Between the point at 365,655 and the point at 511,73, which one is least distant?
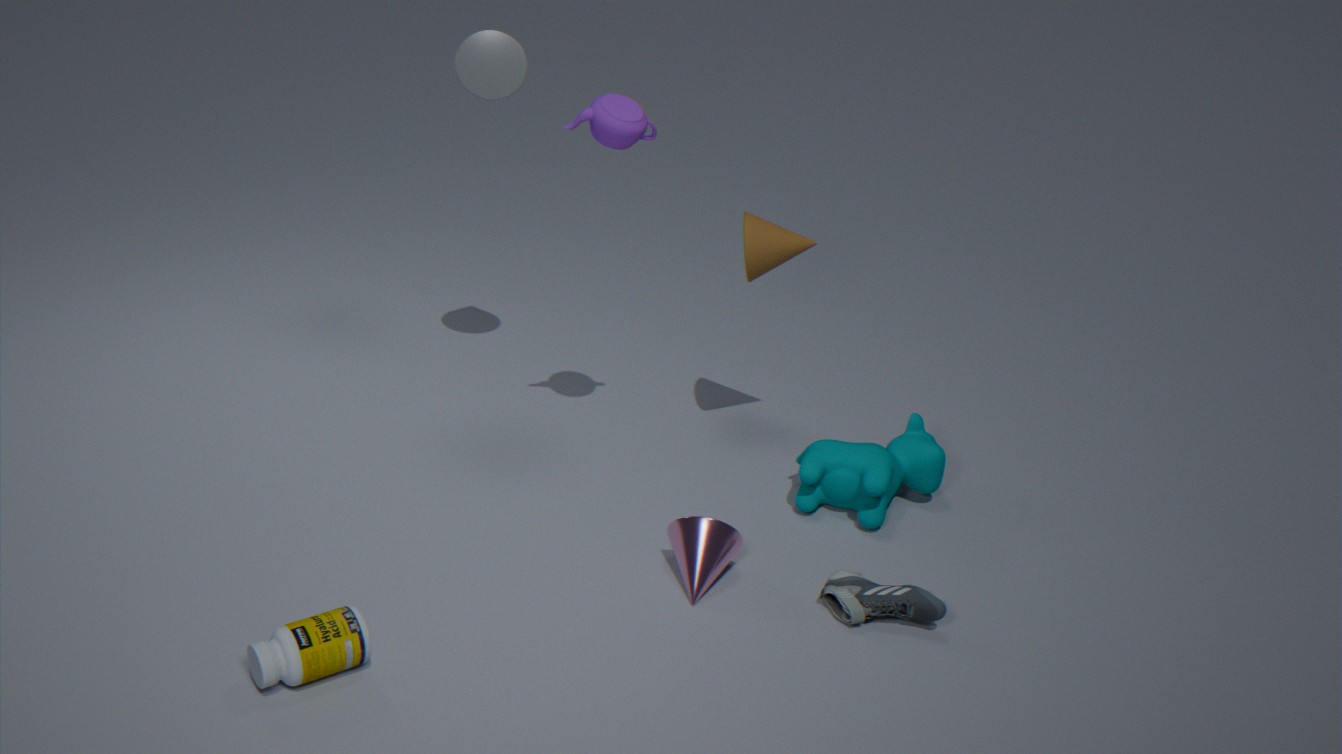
the point at 365,655
